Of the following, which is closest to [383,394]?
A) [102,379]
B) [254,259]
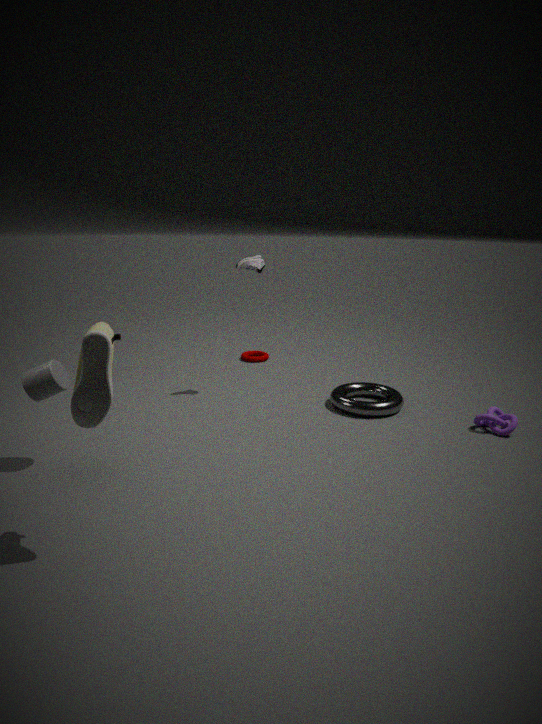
[254,259]
